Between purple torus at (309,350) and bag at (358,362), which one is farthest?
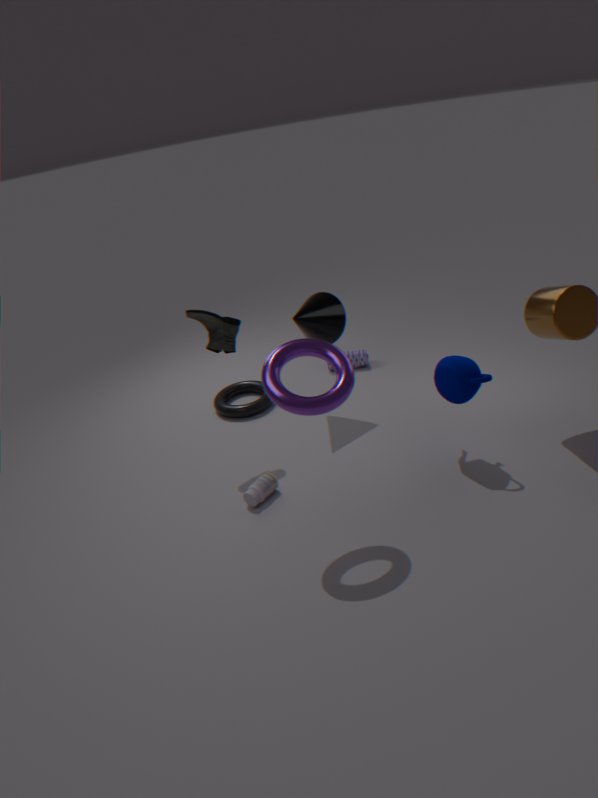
bag at (358,362)
